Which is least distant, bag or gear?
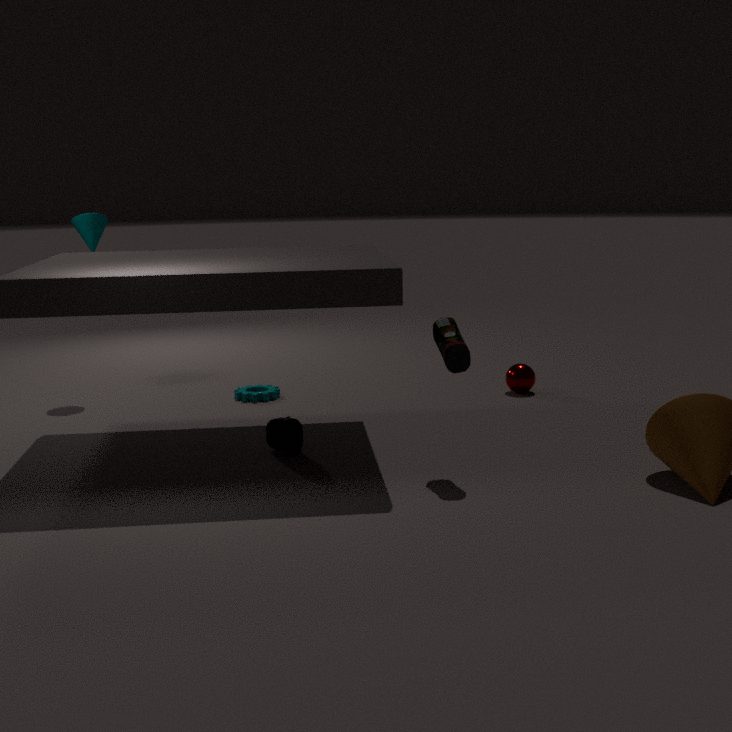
bag
